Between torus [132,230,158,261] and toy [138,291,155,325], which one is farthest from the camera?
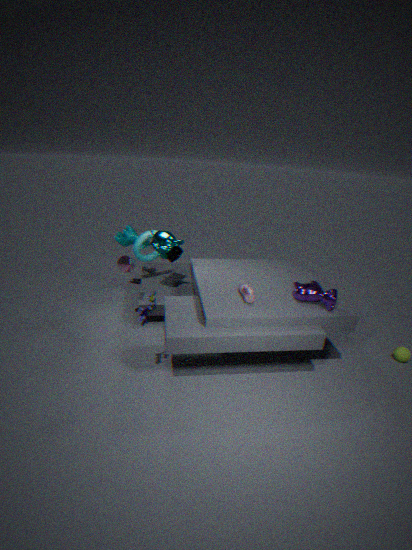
torus [132,230,158,261]
